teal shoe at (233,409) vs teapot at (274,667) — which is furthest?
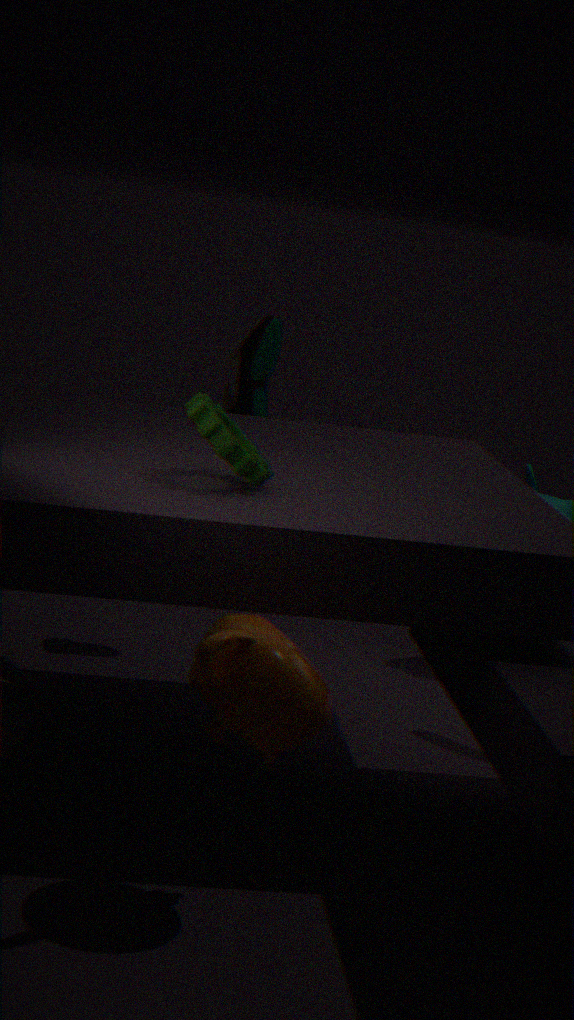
teal shoe at (233,409)
